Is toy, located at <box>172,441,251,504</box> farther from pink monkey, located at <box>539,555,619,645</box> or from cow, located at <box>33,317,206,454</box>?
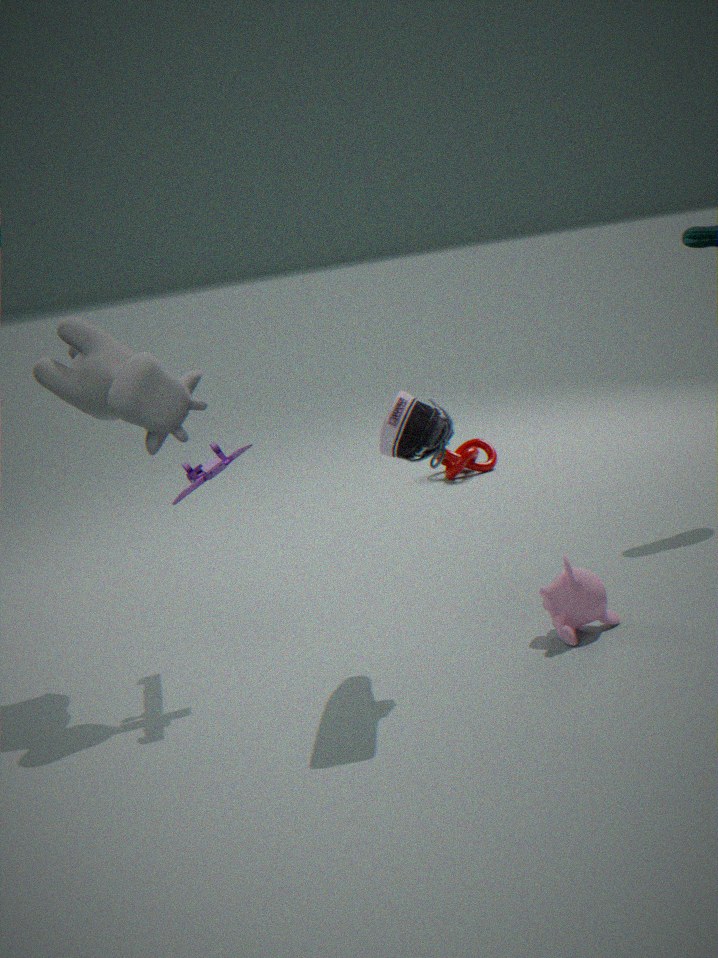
pink monkey, located at <box>539,555,619,645</box>
